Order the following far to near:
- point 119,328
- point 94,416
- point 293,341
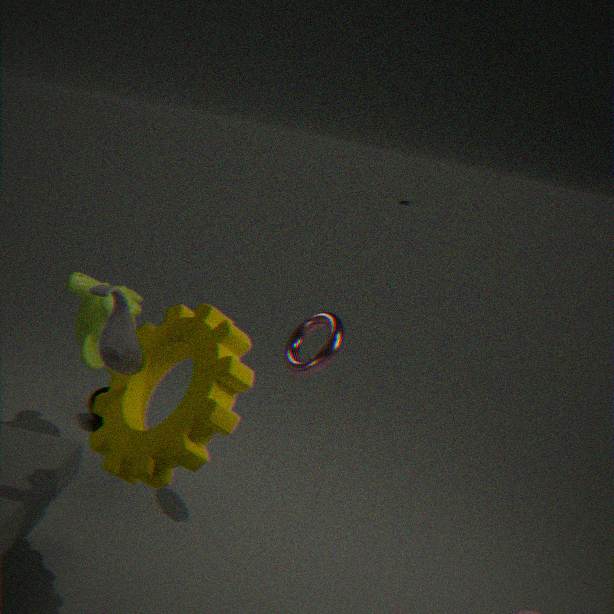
point 94,416 → point 293,341 → point 119,328
